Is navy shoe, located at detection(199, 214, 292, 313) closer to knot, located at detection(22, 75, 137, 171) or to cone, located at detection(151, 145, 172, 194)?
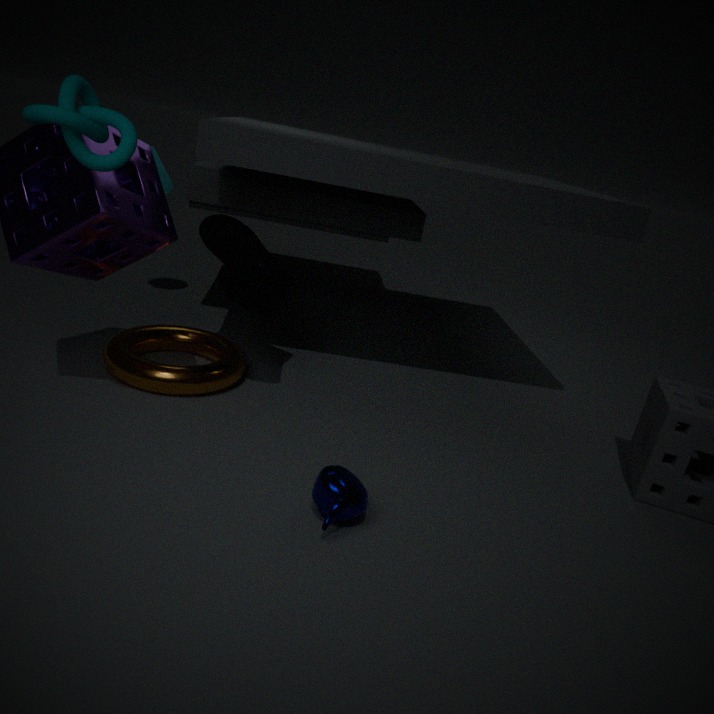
knot, located at detection(22, 75, 137, 171)
